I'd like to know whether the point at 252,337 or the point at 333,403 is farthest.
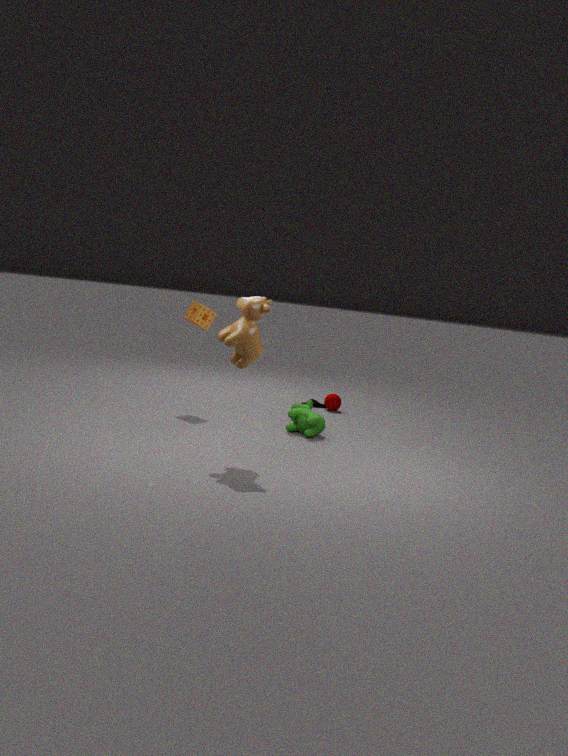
the point at 333,403
